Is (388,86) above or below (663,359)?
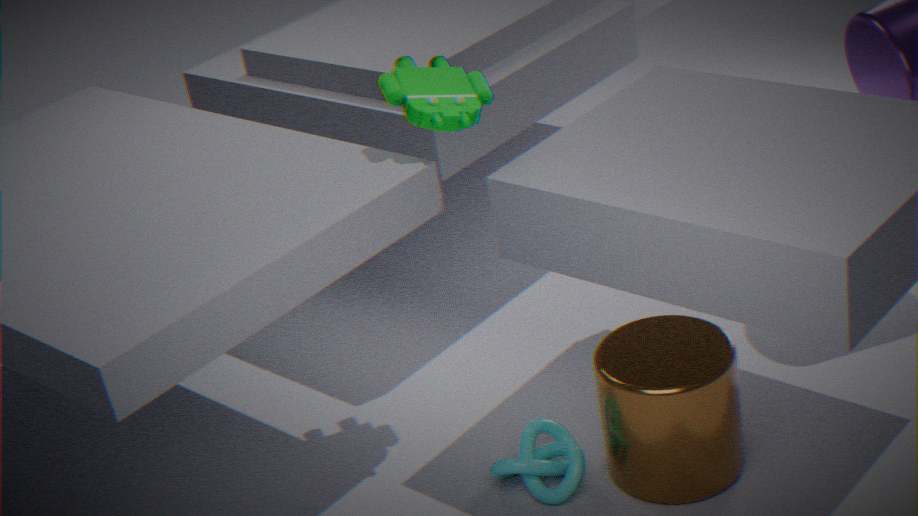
above
